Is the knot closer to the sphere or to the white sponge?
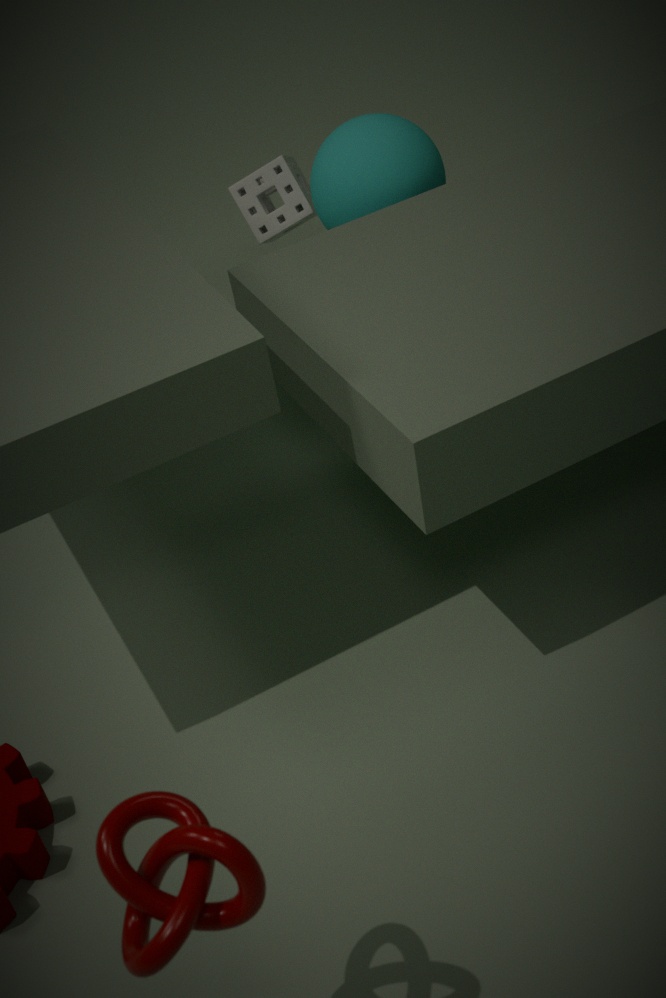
the sphere
